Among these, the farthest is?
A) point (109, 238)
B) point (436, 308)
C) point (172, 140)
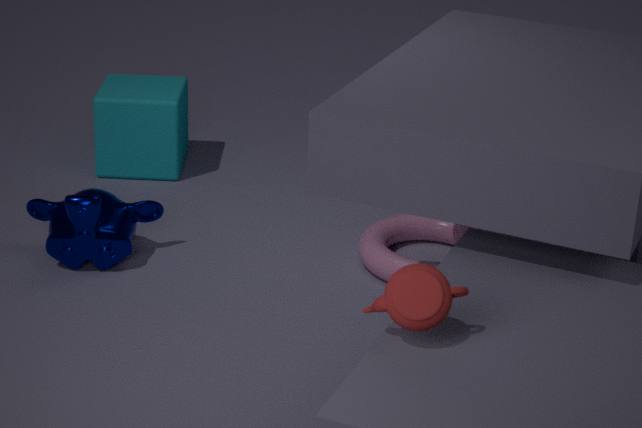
point (172, 140)
